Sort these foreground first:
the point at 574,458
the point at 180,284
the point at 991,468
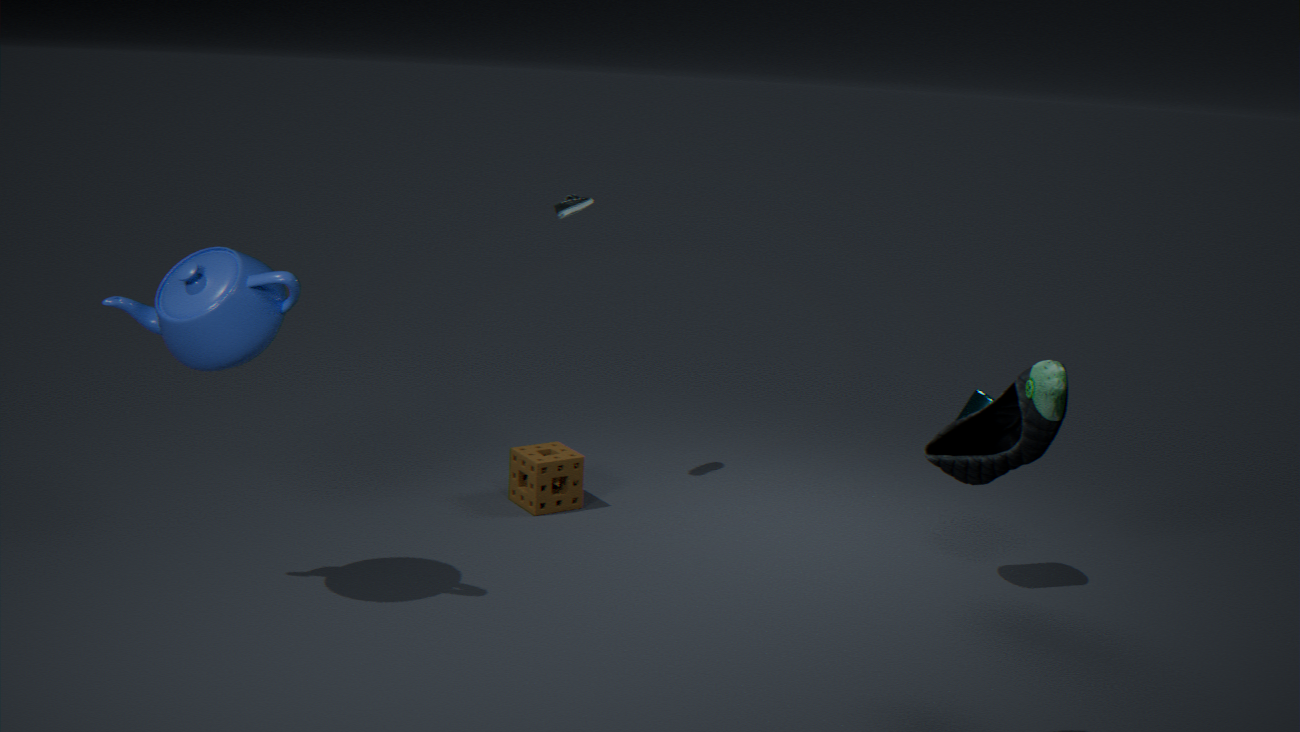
the point at 991,468 < the point at 180,284 < the point at 574,458
